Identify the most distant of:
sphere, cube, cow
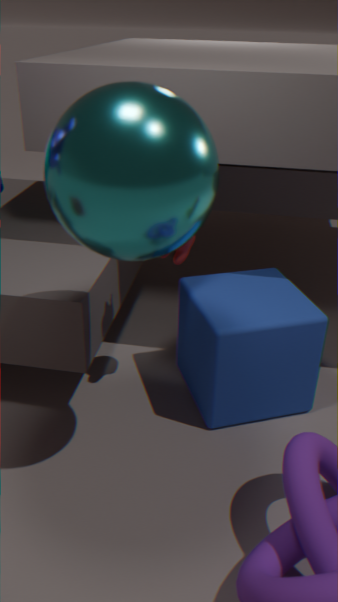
cow
